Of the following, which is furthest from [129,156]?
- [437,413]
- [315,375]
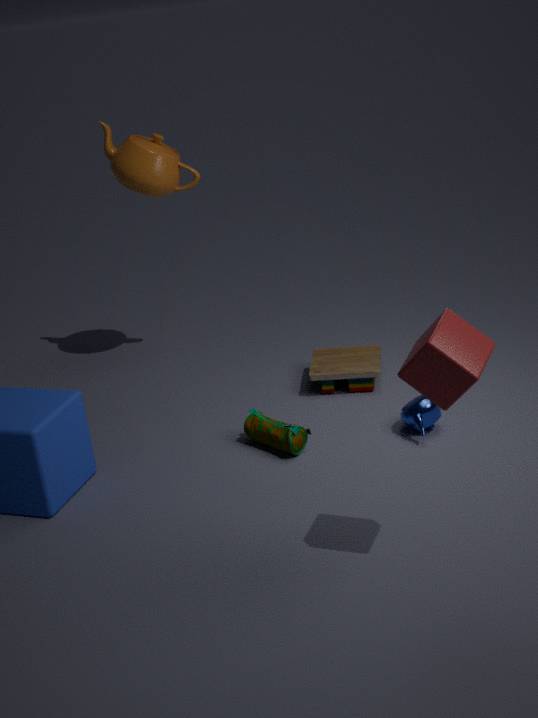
[437,413]
